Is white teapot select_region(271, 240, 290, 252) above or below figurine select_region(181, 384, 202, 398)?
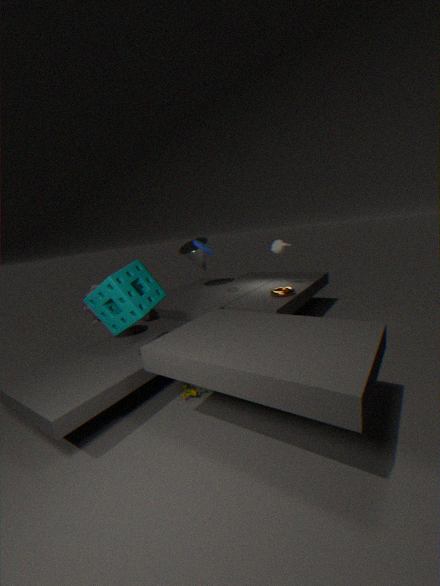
above
